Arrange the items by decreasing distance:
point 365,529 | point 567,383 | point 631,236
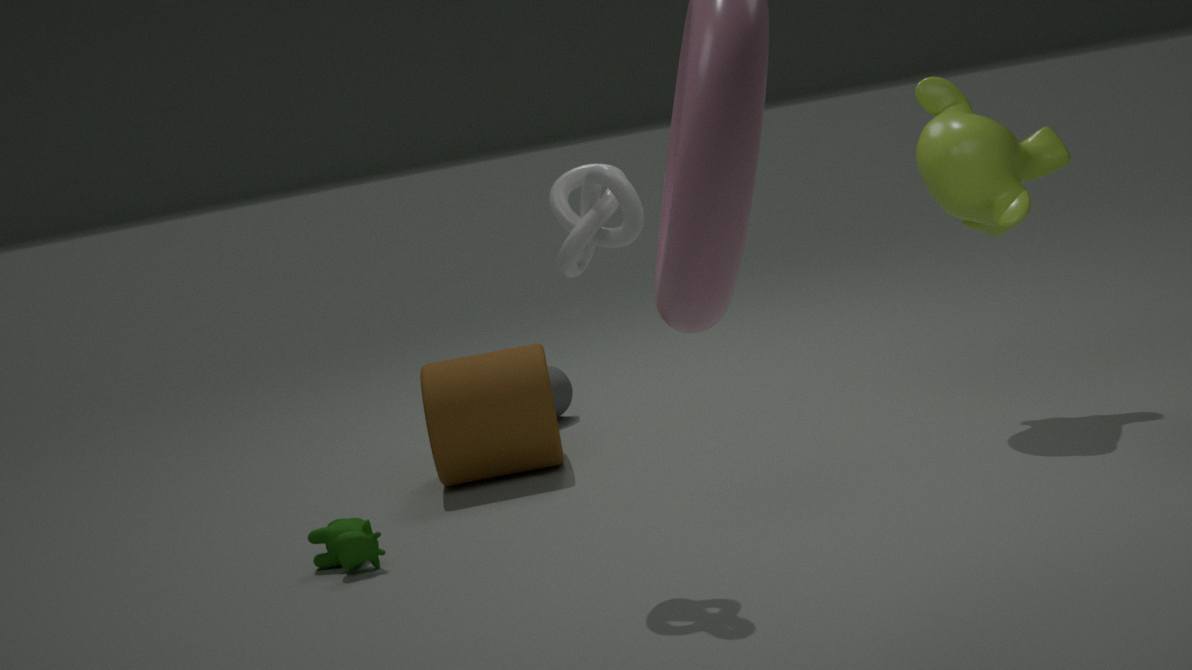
1. point 567,383
2. point 365,529
3. point 631,236
